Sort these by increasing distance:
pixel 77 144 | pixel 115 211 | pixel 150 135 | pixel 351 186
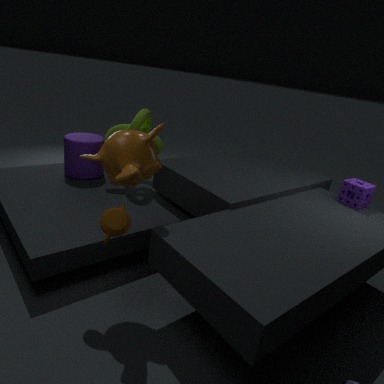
1. pixel 150 135
2. pixel 115 211
3. pixel 351 186
4. pixel 77 144
